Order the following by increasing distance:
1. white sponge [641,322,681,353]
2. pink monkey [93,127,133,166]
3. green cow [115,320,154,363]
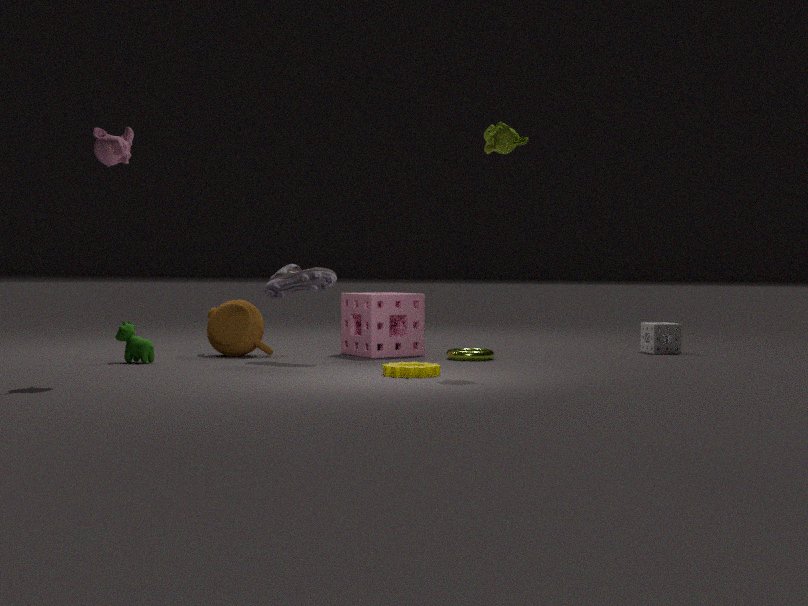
pink monkey [93,127,133,166] < green cow [115,320,154,363] < white sponge [641,322,681,353]
